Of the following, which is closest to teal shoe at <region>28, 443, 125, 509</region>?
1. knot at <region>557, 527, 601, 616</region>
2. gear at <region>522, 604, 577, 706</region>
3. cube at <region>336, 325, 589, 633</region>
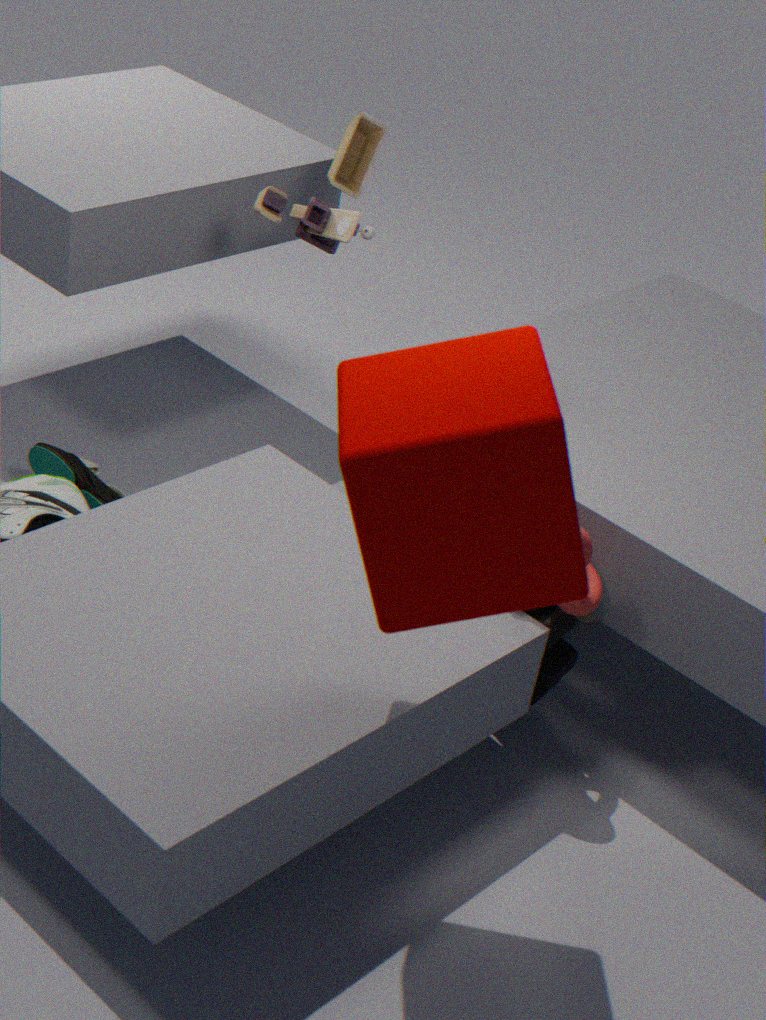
gear at <region>522, 604, 577, 706</region>
